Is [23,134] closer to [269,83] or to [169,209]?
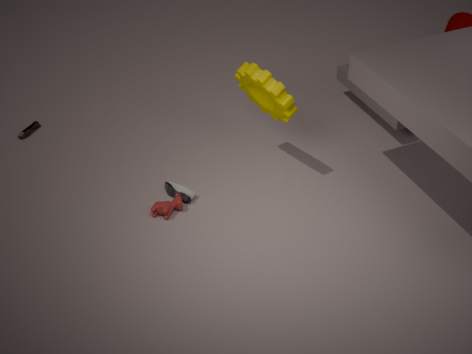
[169,209]
